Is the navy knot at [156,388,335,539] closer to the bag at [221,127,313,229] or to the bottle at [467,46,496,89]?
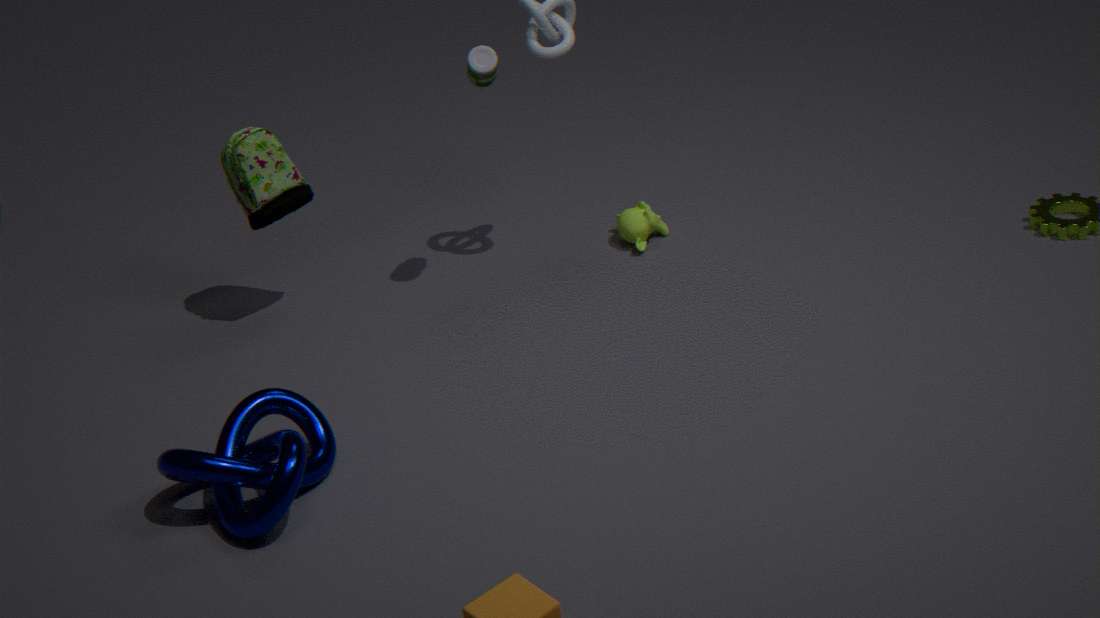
the bag at [221,127,313,229]
